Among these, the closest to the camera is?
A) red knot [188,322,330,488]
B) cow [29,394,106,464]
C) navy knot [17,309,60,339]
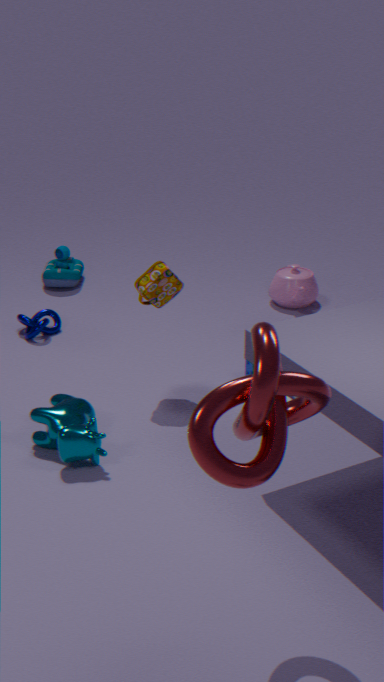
red knot [188,322,330,488]
